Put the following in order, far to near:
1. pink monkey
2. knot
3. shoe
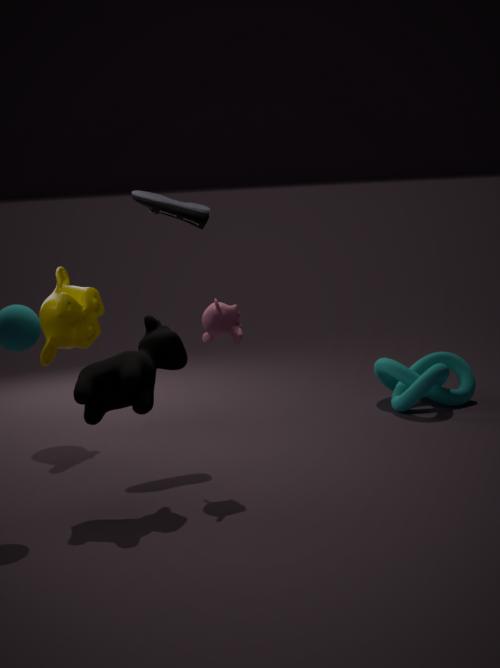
knot → shoe → pink monkey
